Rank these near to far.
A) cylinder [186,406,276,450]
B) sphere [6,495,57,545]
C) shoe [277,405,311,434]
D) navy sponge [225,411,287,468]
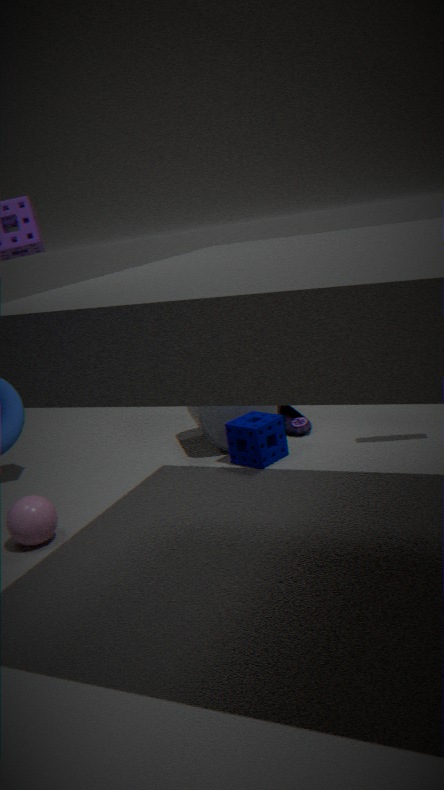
1. sphere [6,495,57,545]
2. navy sponge [225,411,287,468]
3. cylinder [186,406,276,450]
4. shoe [277,405,311,434]
